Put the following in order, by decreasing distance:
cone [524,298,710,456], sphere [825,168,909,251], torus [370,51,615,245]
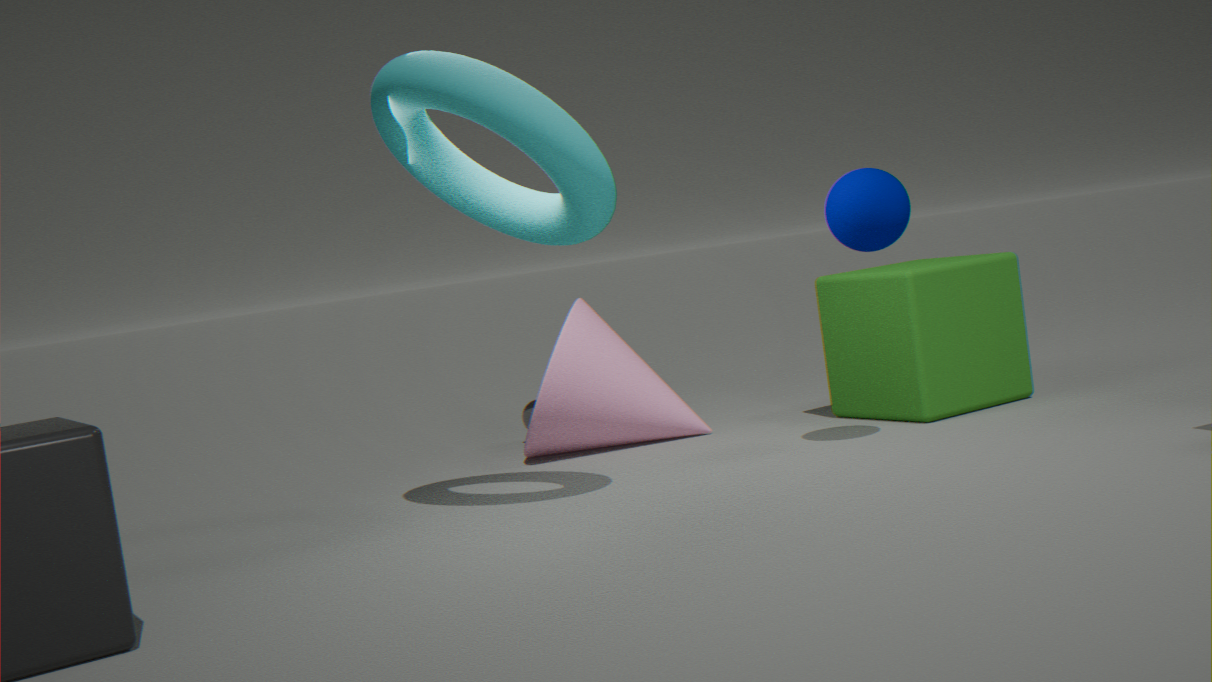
cone [524,298,710,456] < sphere [825,168,909,251] < torus [370,51,615,245]
